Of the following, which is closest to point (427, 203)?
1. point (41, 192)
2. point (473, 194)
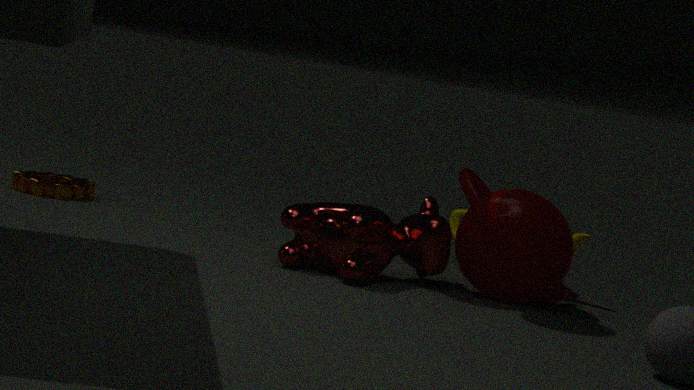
point (473, 194)
